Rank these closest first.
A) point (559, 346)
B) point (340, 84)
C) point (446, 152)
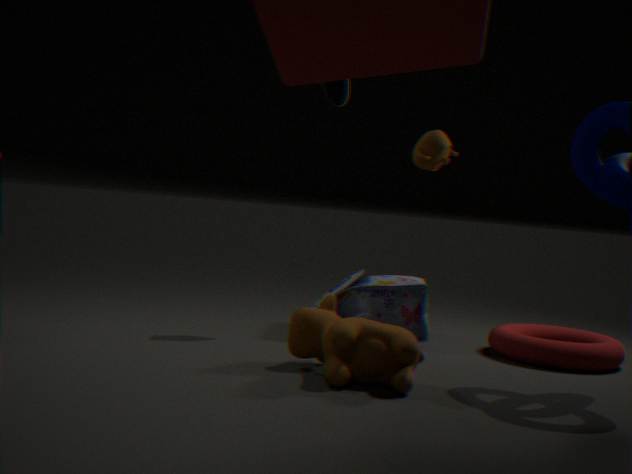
point (559, 346)
point (446, 152)
point (340, 84)
